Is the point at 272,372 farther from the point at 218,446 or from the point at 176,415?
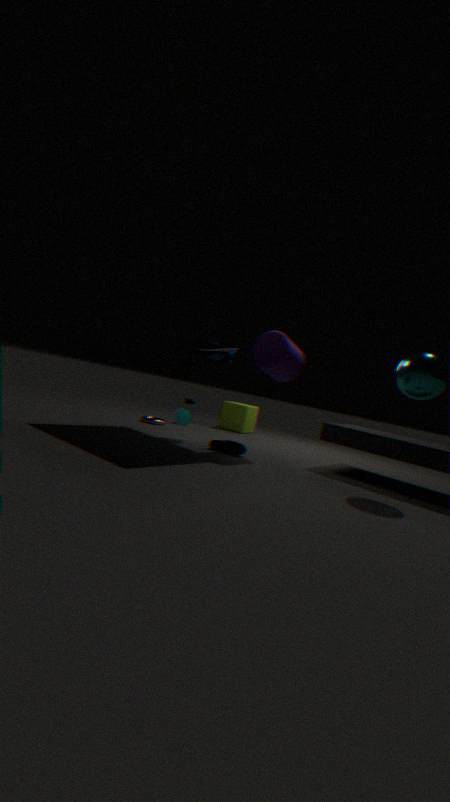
the point at 176,415
